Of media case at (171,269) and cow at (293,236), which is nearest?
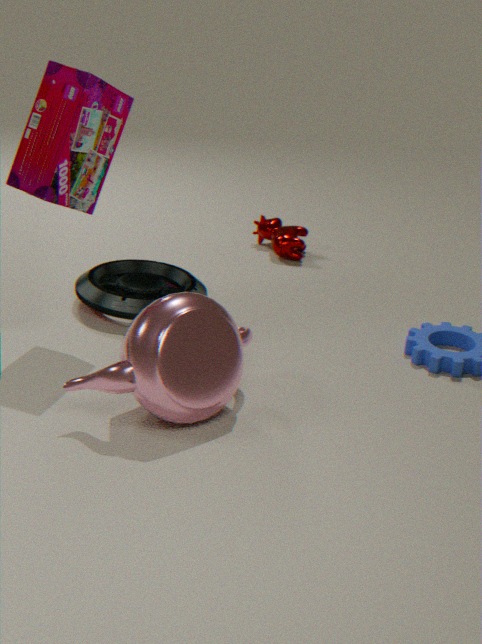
media case at (171,269)
